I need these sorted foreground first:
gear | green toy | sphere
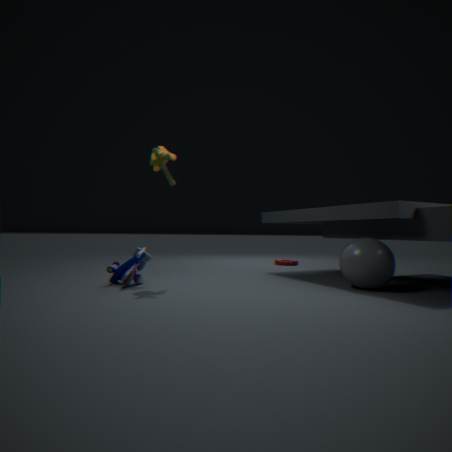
sphere, green toy, gear
